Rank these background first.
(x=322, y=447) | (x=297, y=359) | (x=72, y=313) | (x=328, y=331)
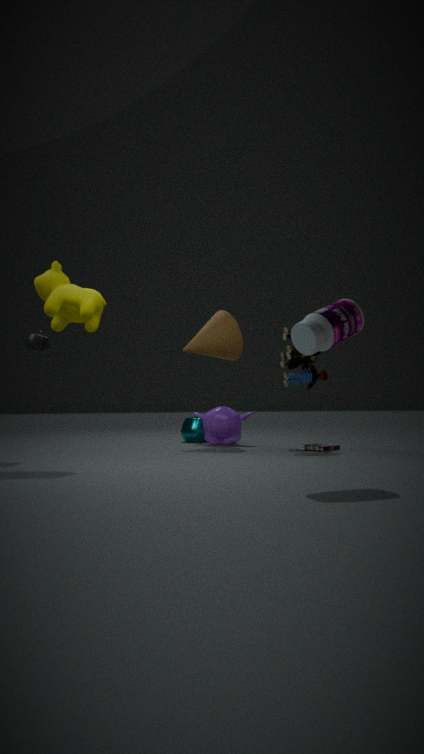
(x=297, y=359)
(x=322, y=447)
(x=72, y=313)
(x=328, y=331)
